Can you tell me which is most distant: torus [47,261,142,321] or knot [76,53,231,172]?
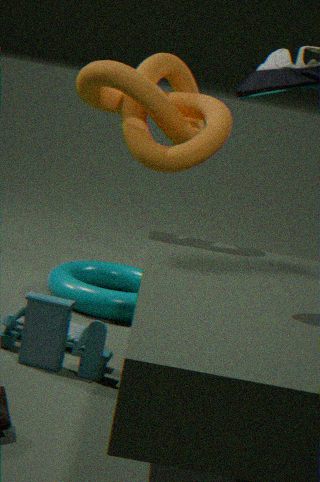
torus [47,261,142,321]
